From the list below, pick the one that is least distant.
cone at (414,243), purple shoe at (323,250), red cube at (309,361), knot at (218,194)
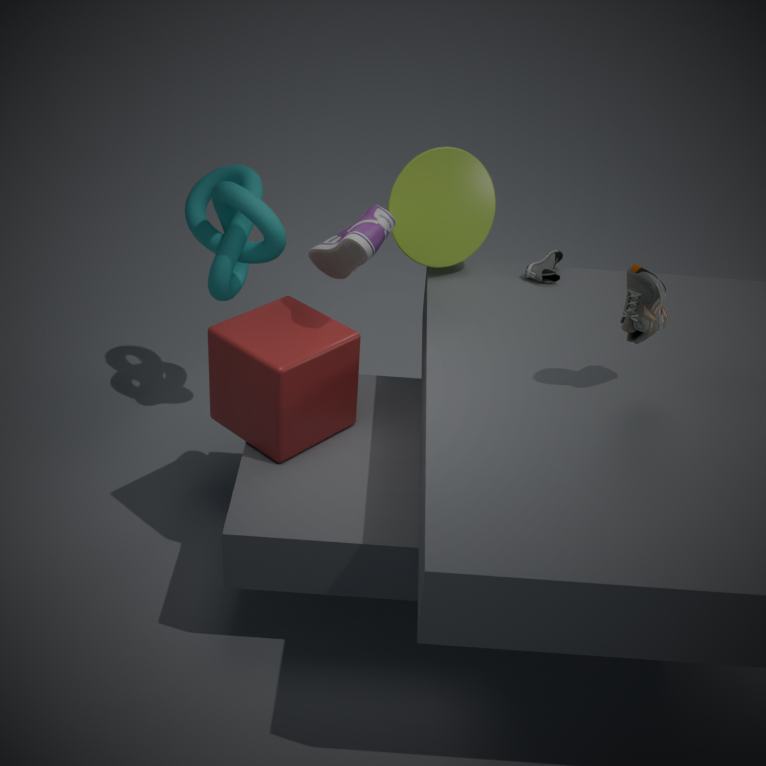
purple shoe at (323,250)
